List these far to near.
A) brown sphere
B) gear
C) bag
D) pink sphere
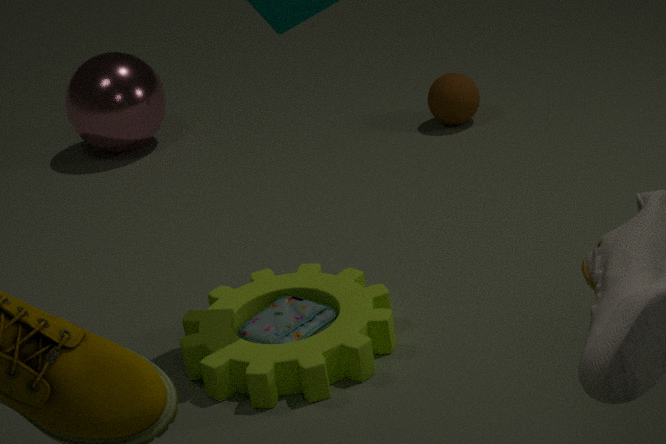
pink sphere < brown sphere < bag < gear
